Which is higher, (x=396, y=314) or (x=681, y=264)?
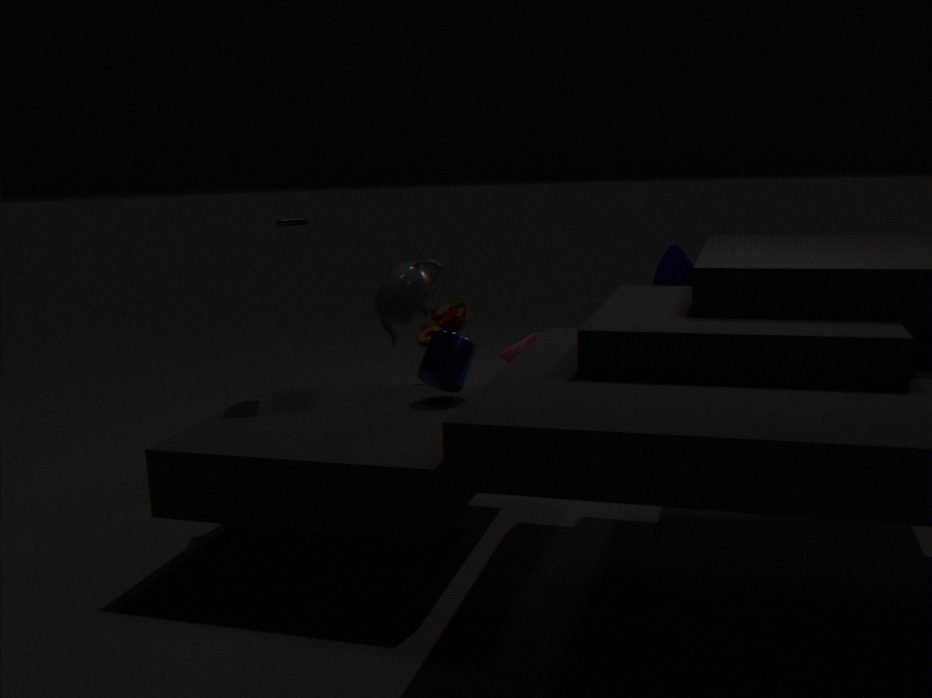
(x=681, y=264)
